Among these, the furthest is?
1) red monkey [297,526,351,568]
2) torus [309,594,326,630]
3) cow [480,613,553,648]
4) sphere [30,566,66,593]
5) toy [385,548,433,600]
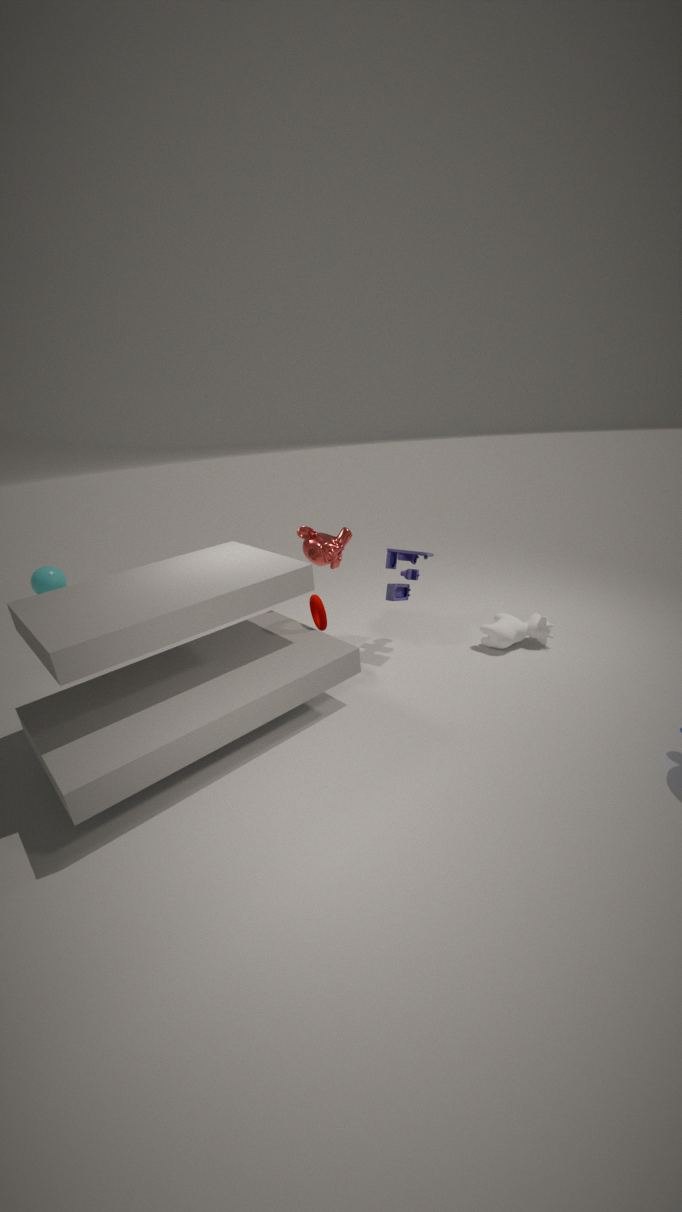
4. sphere [30,566,66,593]
